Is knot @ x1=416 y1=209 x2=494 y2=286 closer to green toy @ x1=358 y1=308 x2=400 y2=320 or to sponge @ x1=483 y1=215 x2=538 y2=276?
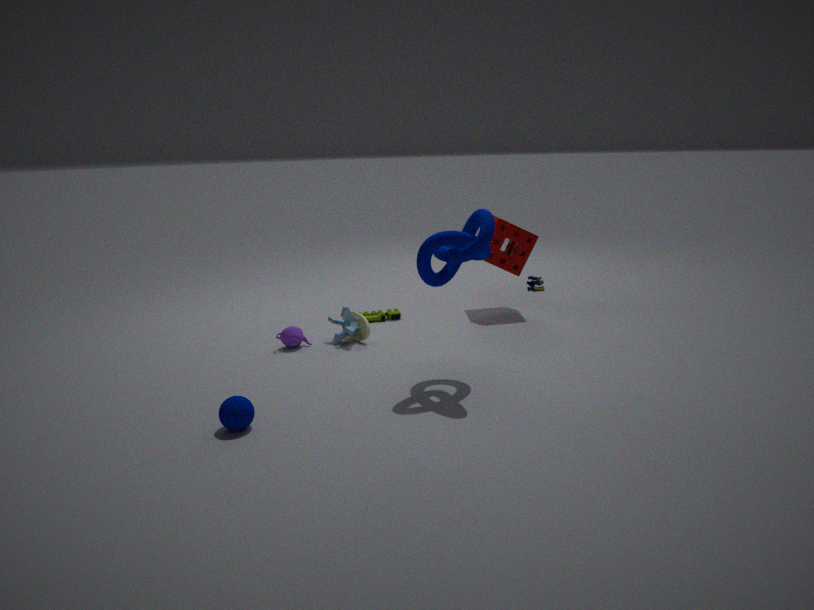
sponge @ x1=483 y1=215 x2=538 y2=276
